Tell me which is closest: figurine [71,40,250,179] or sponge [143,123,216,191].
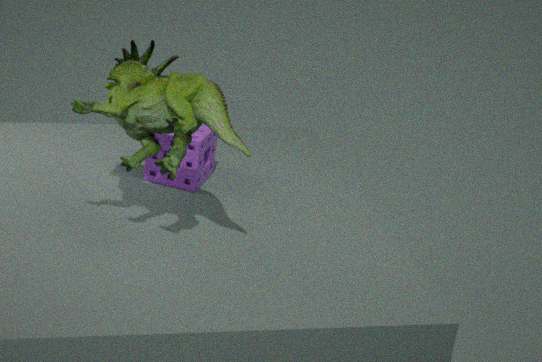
figurine [71,40,250,179]
